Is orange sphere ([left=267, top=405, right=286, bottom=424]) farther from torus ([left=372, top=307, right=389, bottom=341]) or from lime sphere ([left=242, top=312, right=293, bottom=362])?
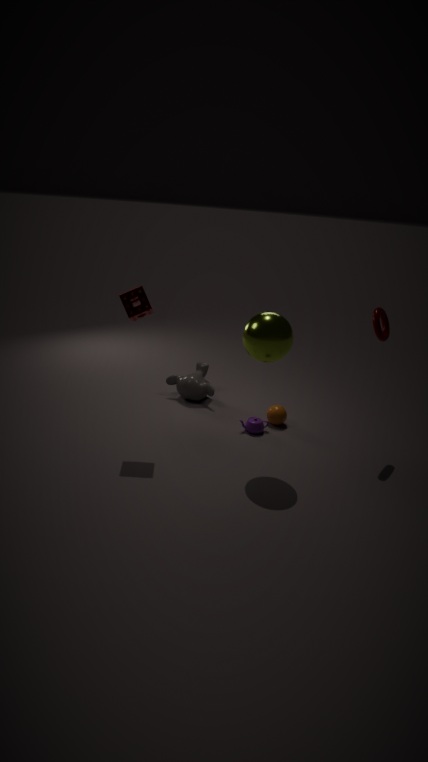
torus ([left=372, top=307, right=389, bottom=341])
